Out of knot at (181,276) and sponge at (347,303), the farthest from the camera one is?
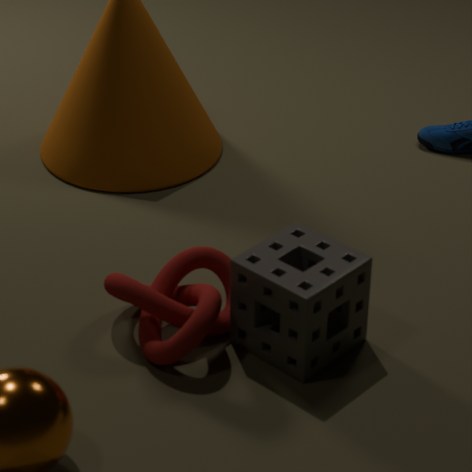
knot at (181,276)
